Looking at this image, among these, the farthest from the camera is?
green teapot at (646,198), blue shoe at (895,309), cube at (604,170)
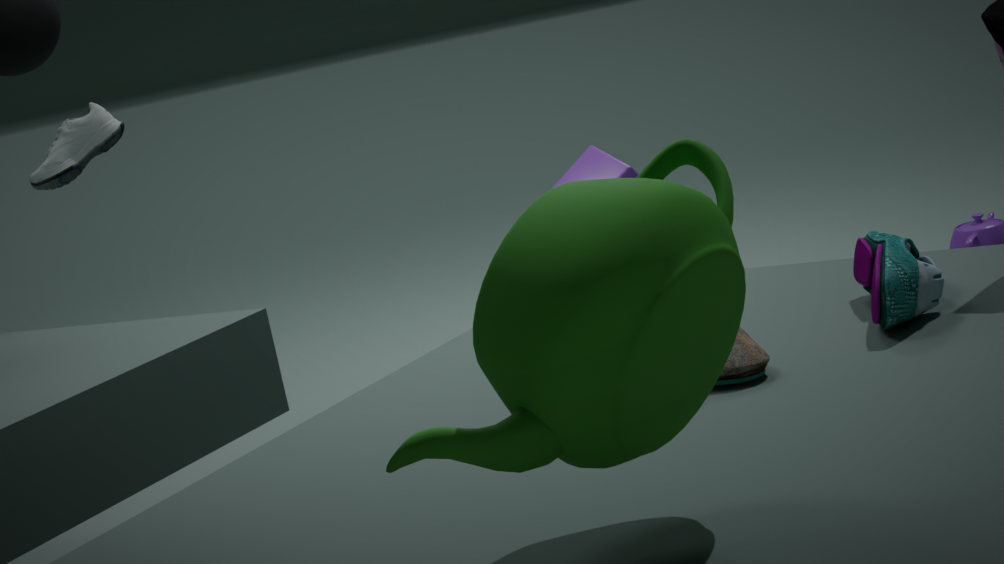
cube at (604,170)
